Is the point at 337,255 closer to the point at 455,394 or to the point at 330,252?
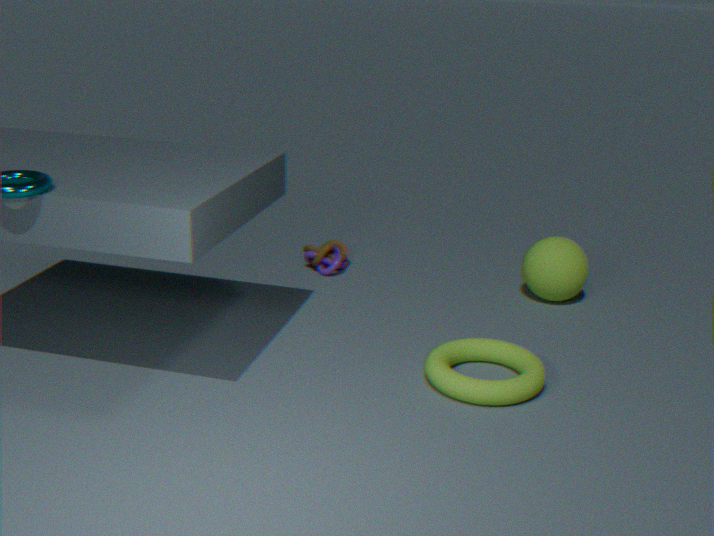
the point at 330,252
